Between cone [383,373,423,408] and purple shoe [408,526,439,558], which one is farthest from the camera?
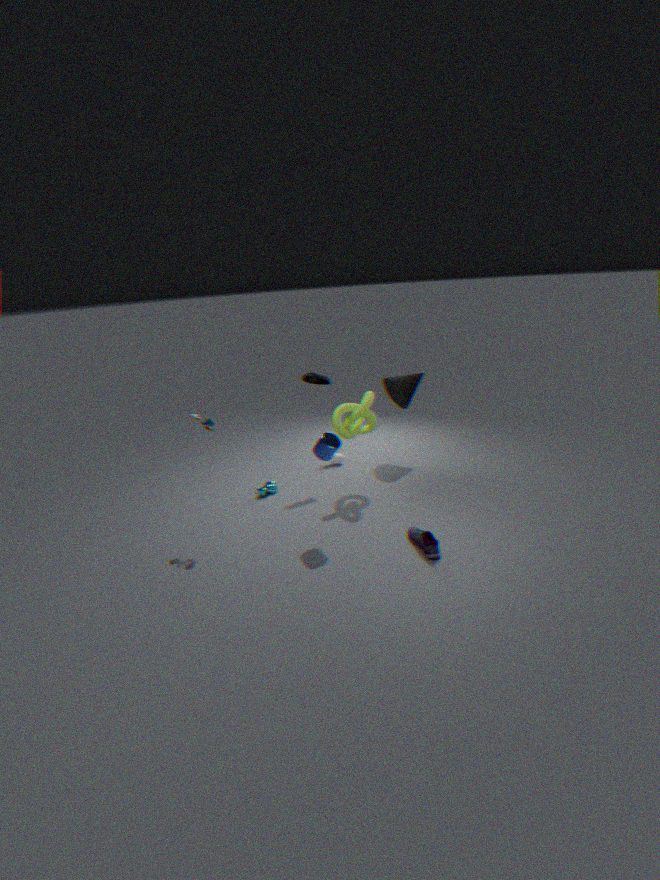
cone [383,373,423,408]
